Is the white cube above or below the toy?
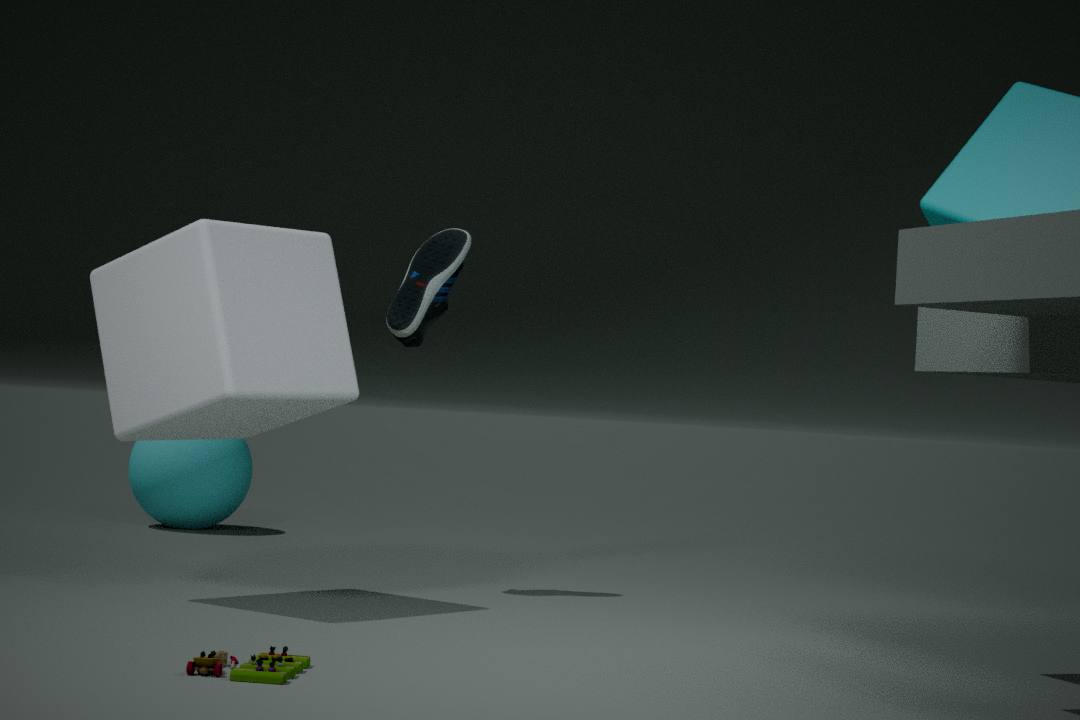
above
